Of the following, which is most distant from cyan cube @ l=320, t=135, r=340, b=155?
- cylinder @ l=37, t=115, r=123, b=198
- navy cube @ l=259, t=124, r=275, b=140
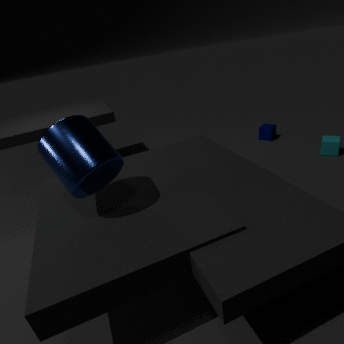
cylinder @ l=37, t=115, r=123, b=198
